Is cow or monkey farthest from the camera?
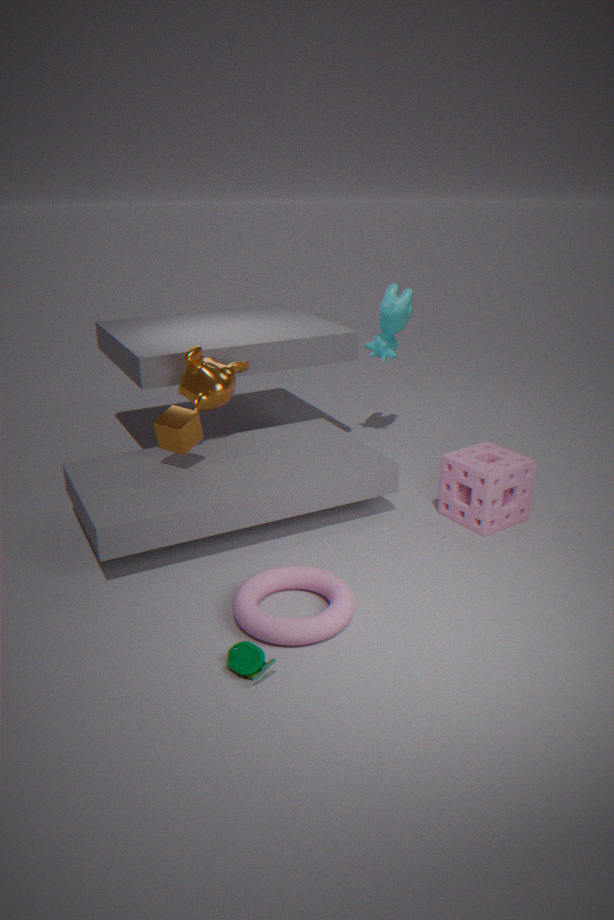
cow
